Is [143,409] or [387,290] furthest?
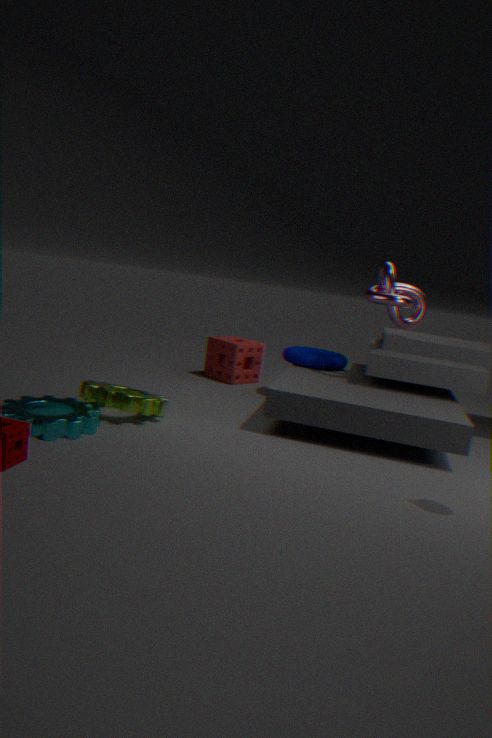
[387,290]
